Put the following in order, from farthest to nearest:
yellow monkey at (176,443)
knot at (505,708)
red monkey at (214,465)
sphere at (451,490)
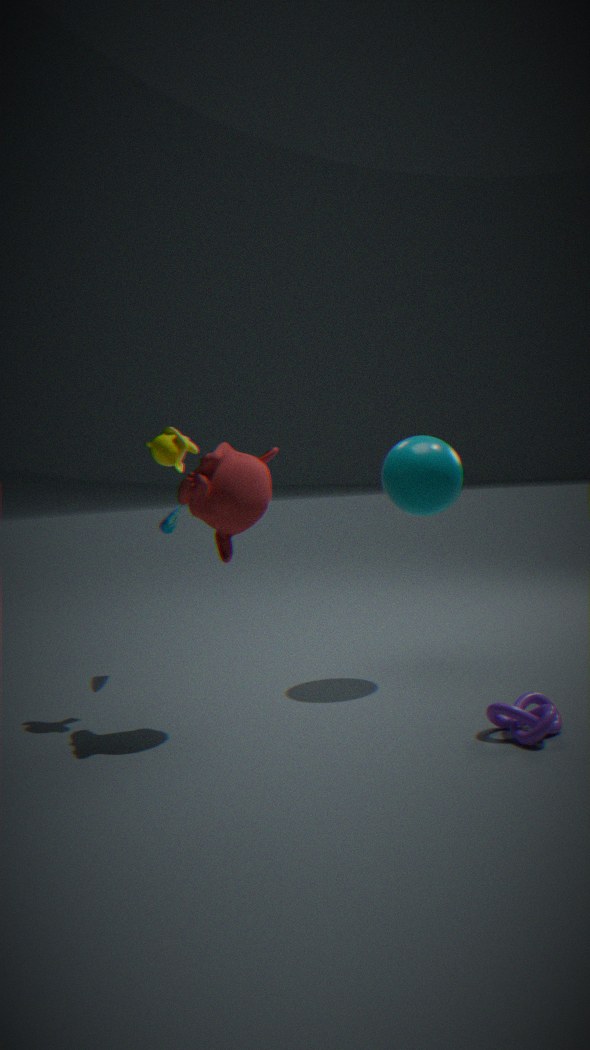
sphere at (451,490) < yellow monkey at (176,443) < red monkey at (214,465) < knot at (505,708)
